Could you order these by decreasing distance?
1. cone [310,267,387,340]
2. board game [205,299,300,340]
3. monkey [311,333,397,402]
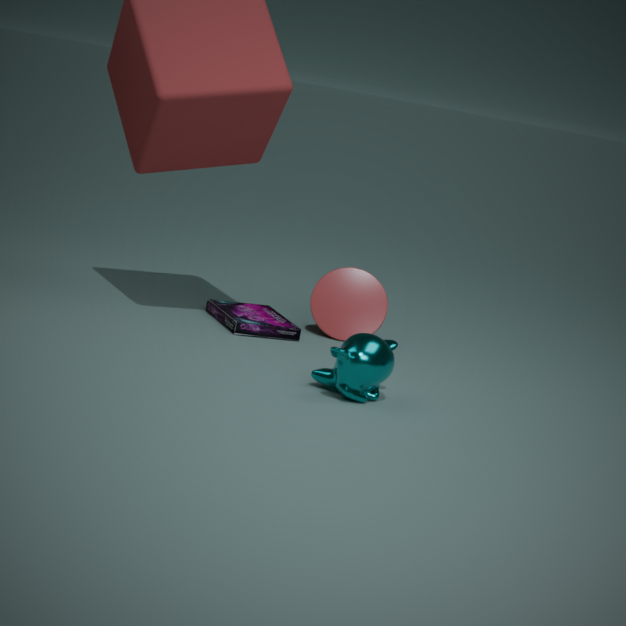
cone [310,267,387,340]
board game [205,299,300,340]
monkey [311,333,397,402]
